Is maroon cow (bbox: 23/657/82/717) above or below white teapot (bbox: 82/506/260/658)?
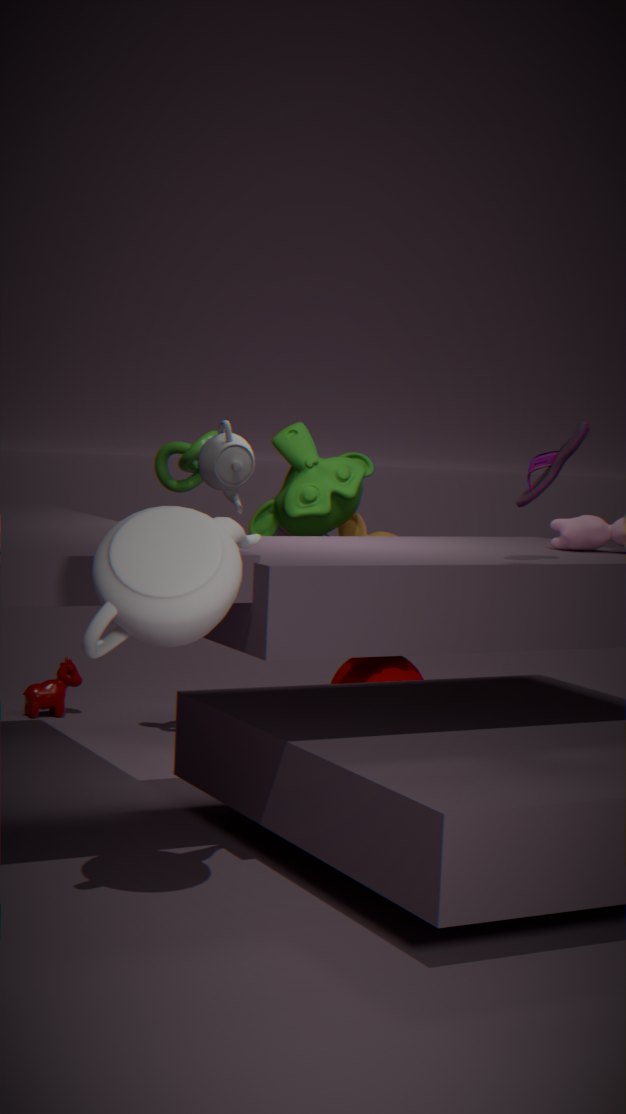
below
